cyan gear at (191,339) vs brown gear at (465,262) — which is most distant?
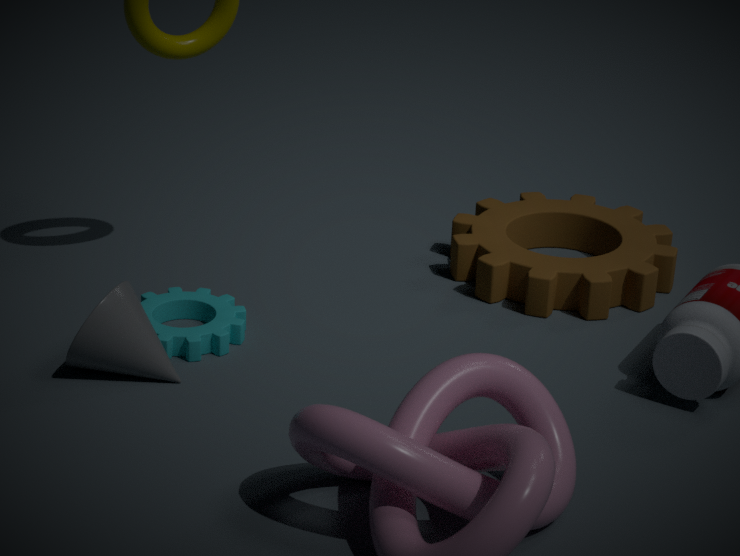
brown gear at (465,262)
